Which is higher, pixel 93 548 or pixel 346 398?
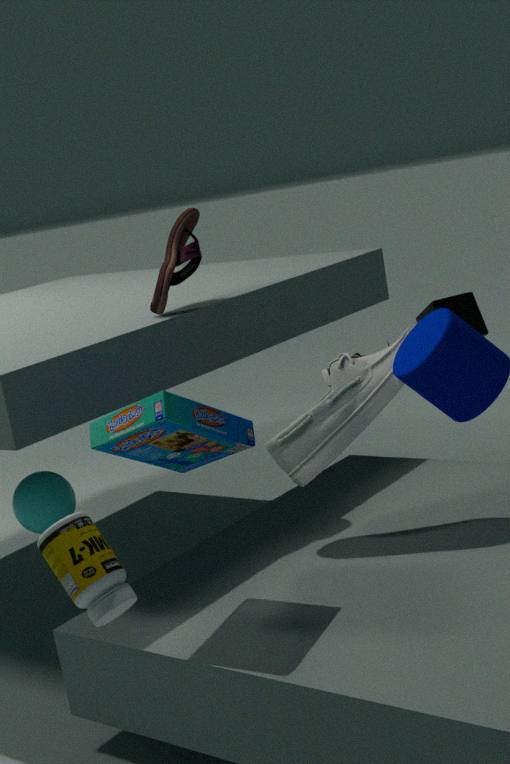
pixel 346 398
